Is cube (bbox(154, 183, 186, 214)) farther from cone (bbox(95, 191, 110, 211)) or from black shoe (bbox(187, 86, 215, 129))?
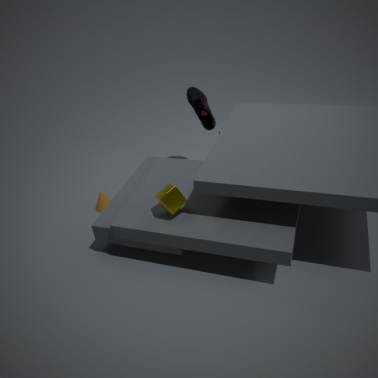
black shoe (bbox(187, 86, 215, 129))
